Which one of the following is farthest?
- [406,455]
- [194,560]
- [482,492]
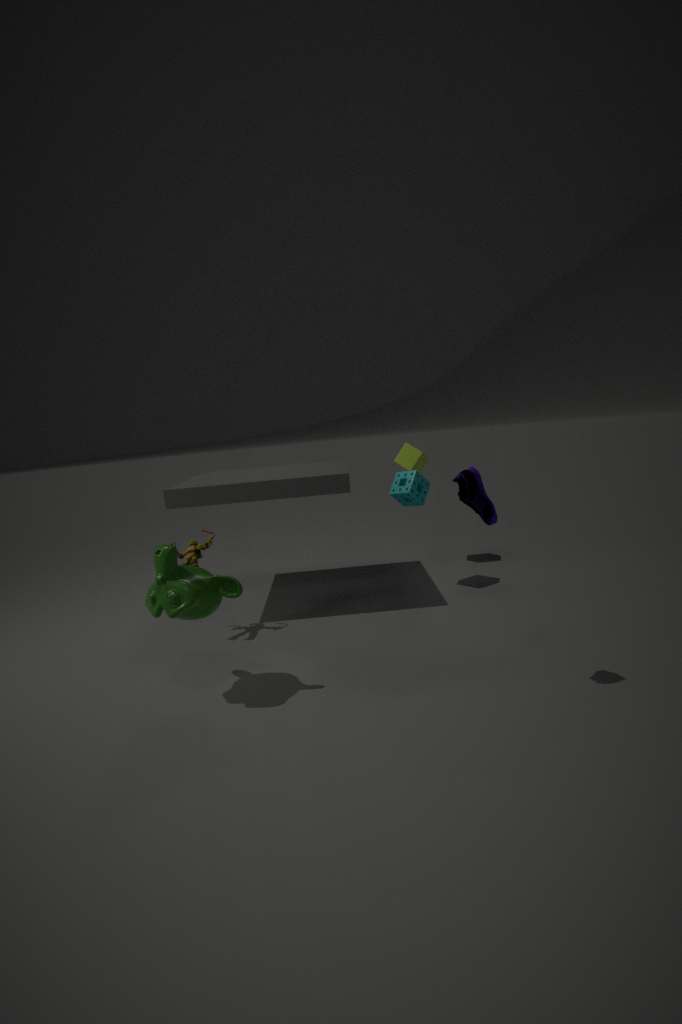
[406,455]
